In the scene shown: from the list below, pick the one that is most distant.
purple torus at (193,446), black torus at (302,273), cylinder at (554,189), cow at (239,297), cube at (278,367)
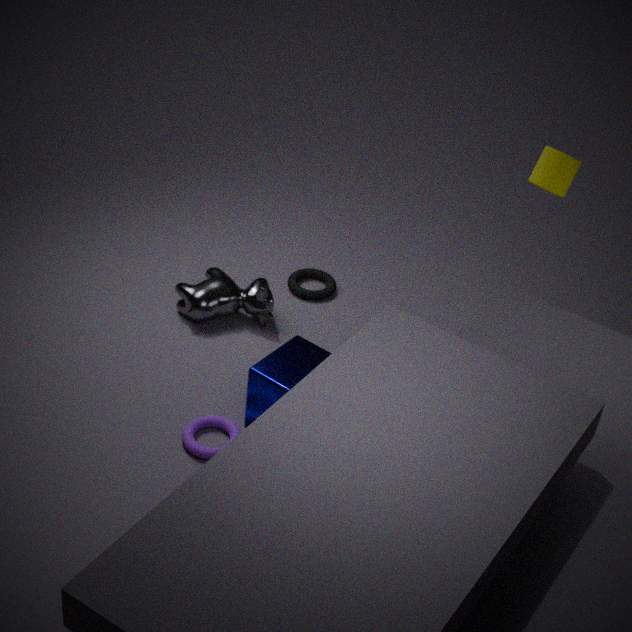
black torus at (302,273)
